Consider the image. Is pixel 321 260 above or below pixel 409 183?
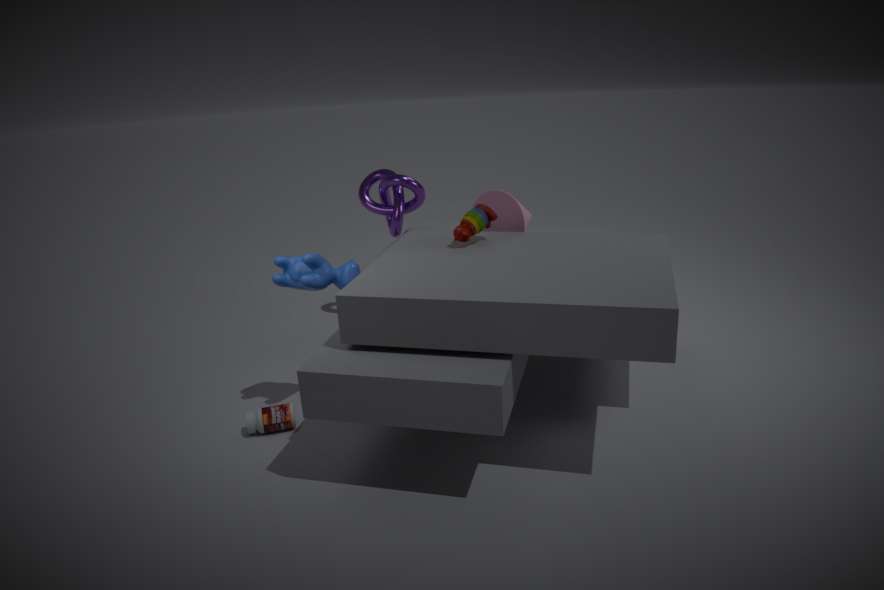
below
